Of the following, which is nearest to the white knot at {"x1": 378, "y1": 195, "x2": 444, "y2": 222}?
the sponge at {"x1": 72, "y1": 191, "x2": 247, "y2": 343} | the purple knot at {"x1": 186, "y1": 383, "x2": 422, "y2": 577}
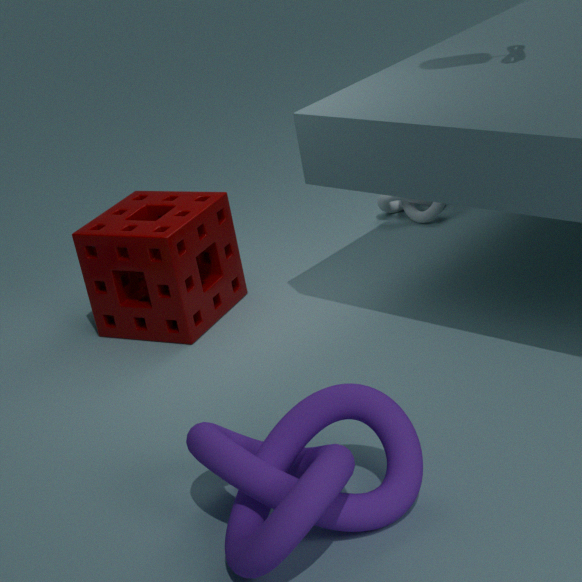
Answer: the sponge at {"x1": 72, "y1": 191, "x2": 247, "y2": 343}
